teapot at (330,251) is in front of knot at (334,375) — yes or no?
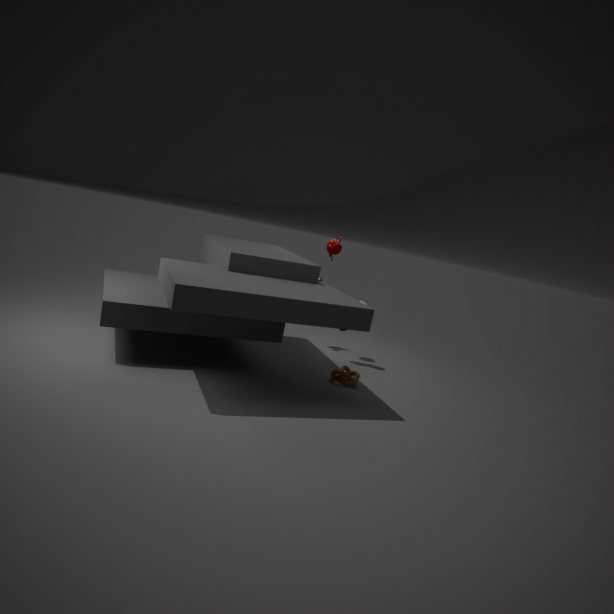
No
